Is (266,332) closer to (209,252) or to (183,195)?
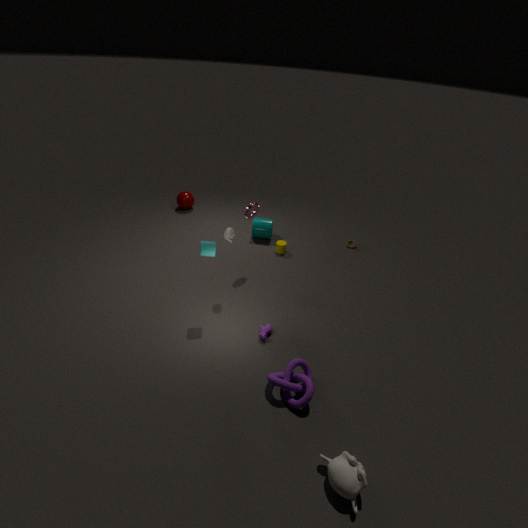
(209,252)
